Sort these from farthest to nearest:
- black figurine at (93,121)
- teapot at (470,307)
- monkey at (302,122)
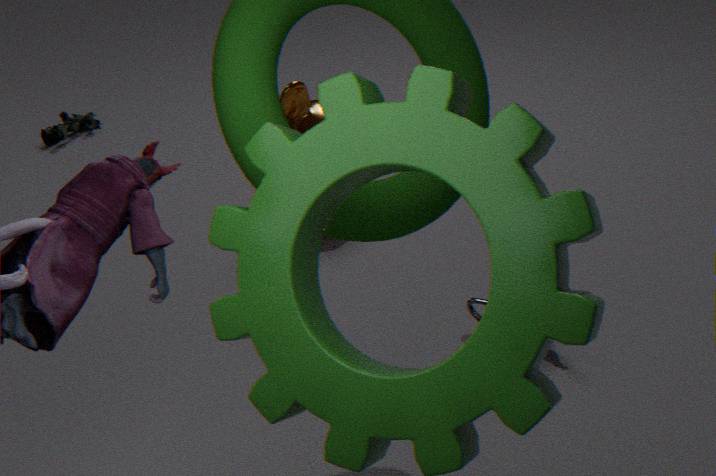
black figurine at (93,121) < monkey at (302,122) < teapot at (470,307)
